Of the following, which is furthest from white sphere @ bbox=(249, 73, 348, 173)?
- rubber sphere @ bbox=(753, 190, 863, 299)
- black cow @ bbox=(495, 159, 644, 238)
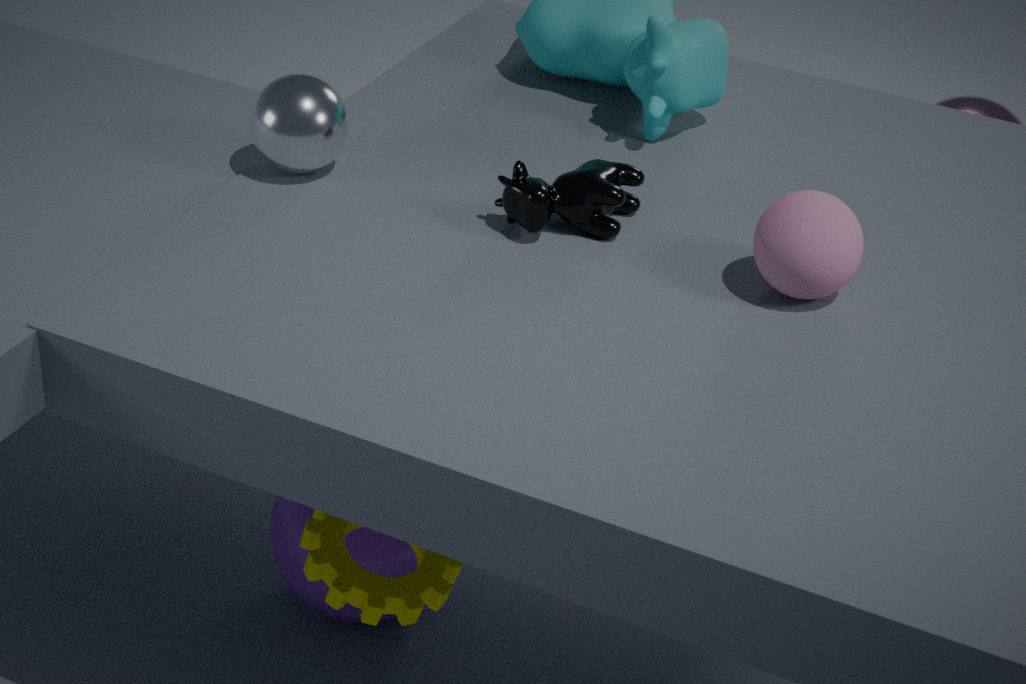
rubber sphere @ bbox=(753, 190, 863, 299)
